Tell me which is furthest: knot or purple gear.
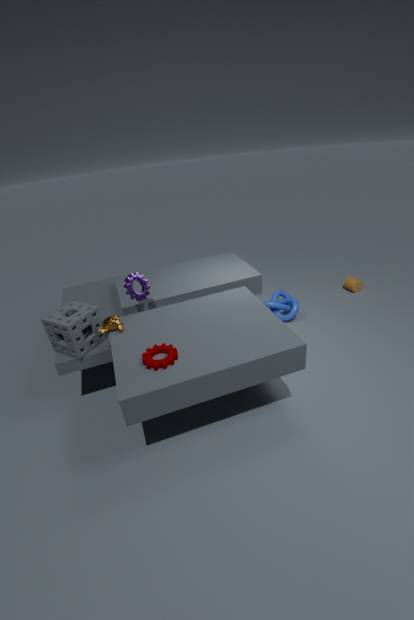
knot
